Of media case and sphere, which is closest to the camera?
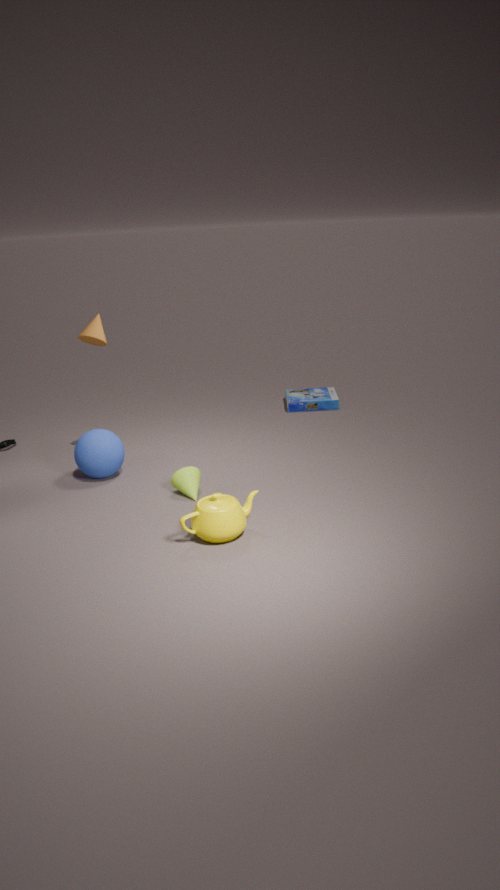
sphere
